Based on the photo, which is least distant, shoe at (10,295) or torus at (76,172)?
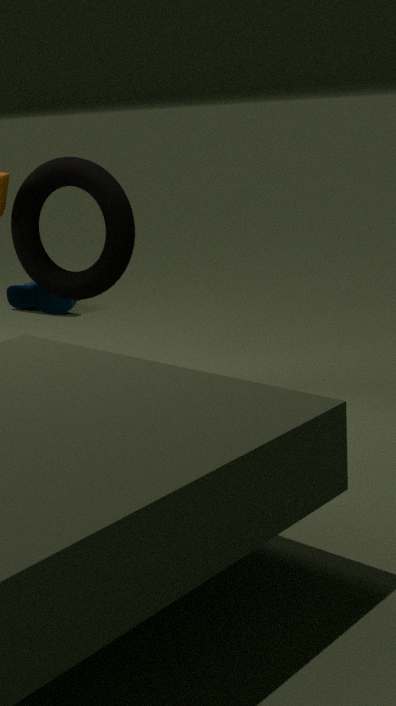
torus at (76,172)
